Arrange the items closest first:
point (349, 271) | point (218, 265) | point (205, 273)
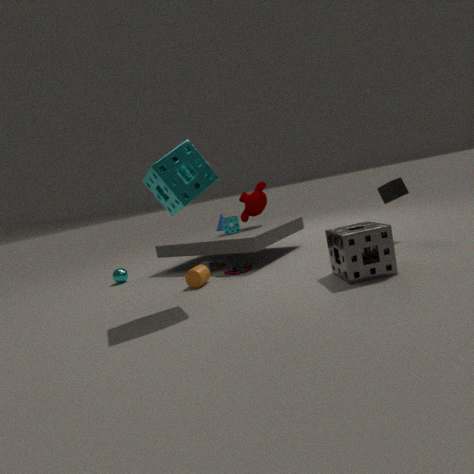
1. point (349, 271)
2. point (205, 273)
3. point (218, 265)
